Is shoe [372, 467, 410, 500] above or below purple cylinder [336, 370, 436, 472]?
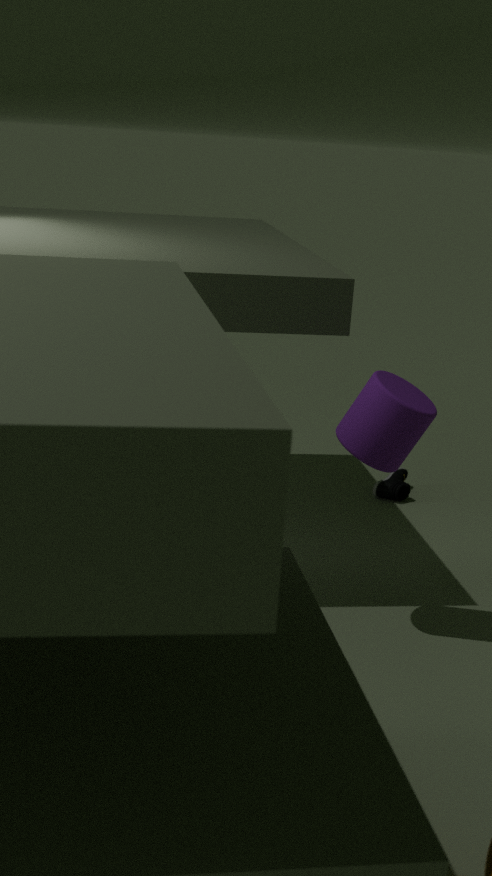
below
